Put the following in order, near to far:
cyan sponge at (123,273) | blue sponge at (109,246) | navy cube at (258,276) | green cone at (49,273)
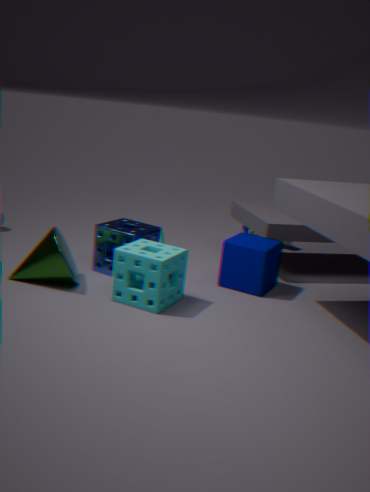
cyan sponge at (123,273) < green cone at (49,273) < navy cube at (258,276) < blue sponge at (109,246)
